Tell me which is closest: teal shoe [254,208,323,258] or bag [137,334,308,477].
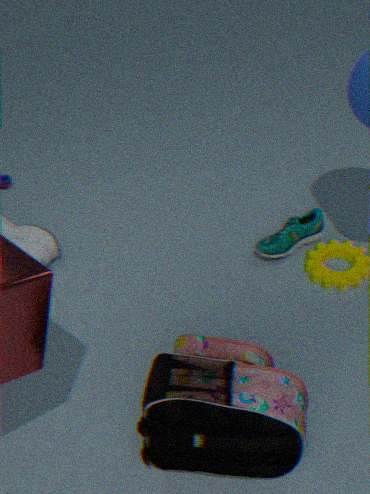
bag [137,334,308,477]
